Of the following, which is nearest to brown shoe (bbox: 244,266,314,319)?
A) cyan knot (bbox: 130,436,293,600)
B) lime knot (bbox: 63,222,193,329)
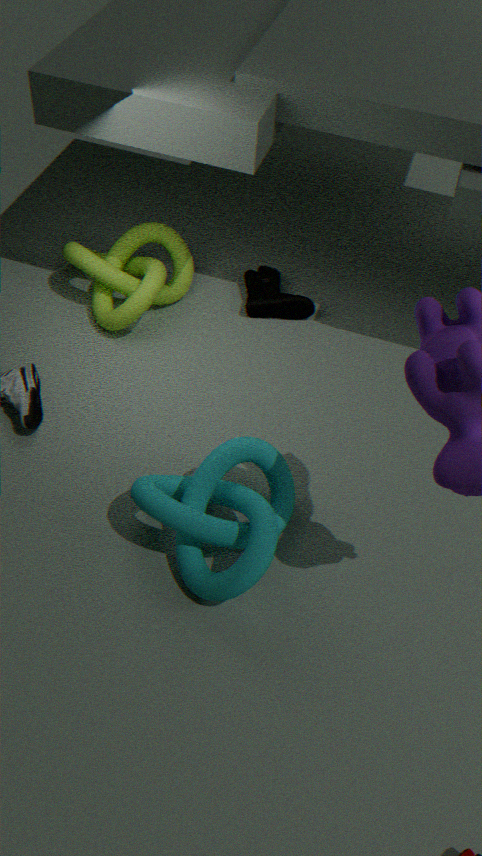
lime knot (bbox: 63,222,193,329)
